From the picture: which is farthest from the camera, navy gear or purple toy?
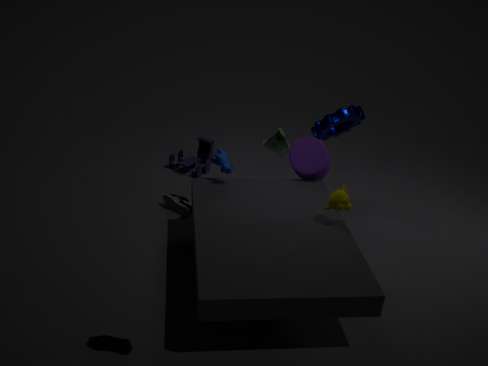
purple toy
